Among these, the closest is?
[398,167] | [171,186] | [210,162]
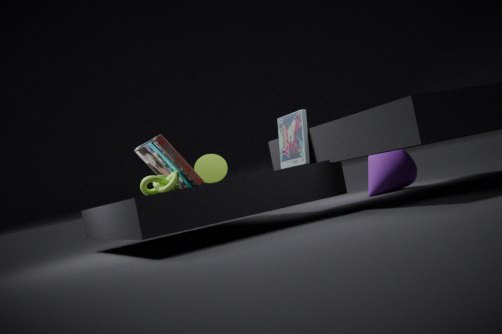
[171,186]
